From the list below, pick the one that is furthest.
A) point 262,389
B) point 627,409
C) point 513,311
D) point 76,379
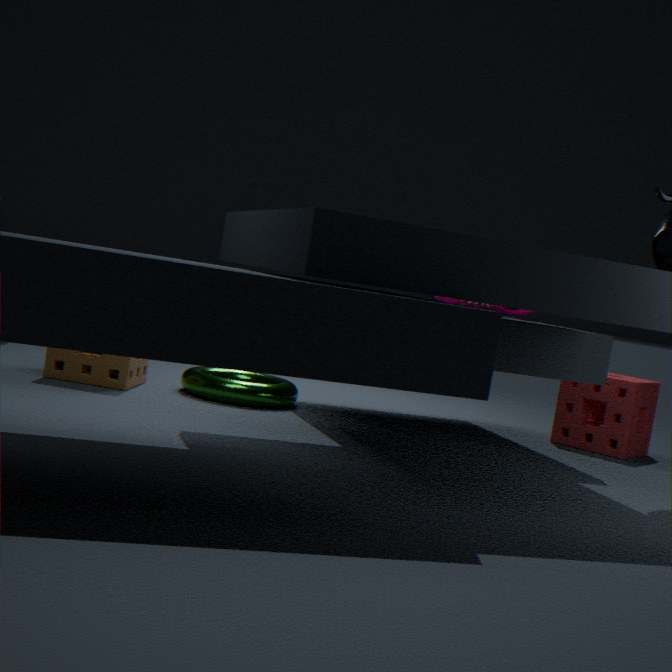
point 513,311
